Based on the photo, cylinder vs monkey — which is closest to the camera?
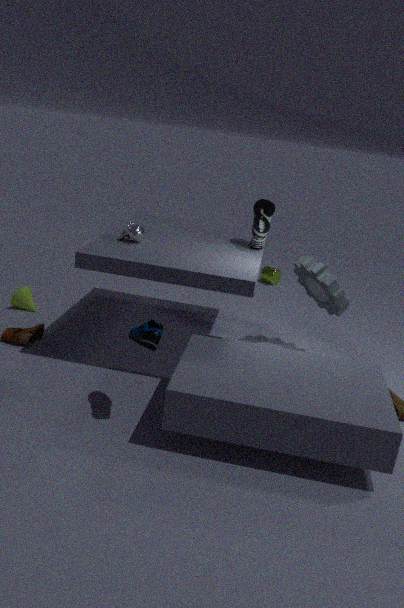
monkey
